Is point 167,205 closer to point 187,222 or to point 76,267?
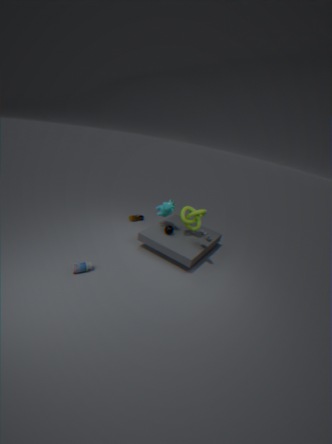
point 187,222
